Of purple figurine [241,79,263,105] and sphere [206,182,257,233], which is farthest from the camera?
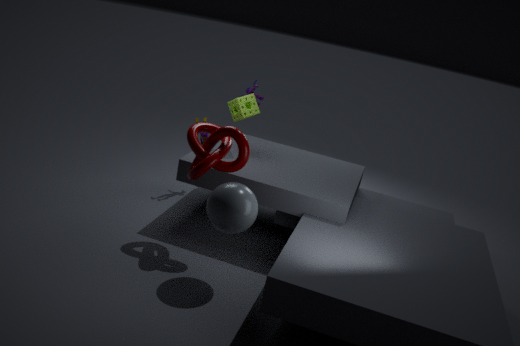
purple figurine [241,79,263,105]
